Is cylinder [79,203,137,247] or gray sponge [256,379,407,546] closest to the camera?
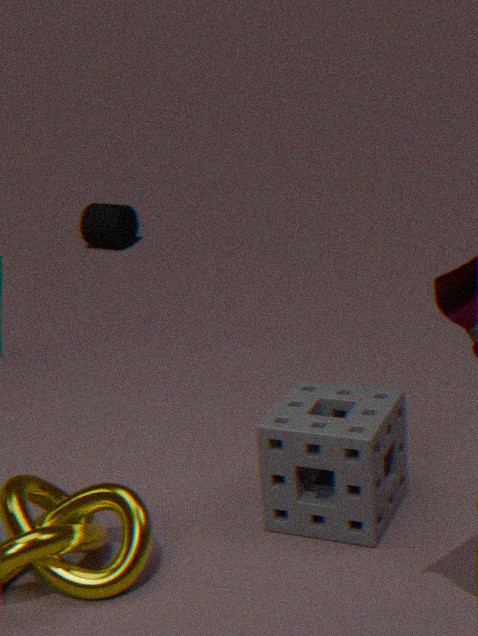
gray sponge [256,379,407,546]
